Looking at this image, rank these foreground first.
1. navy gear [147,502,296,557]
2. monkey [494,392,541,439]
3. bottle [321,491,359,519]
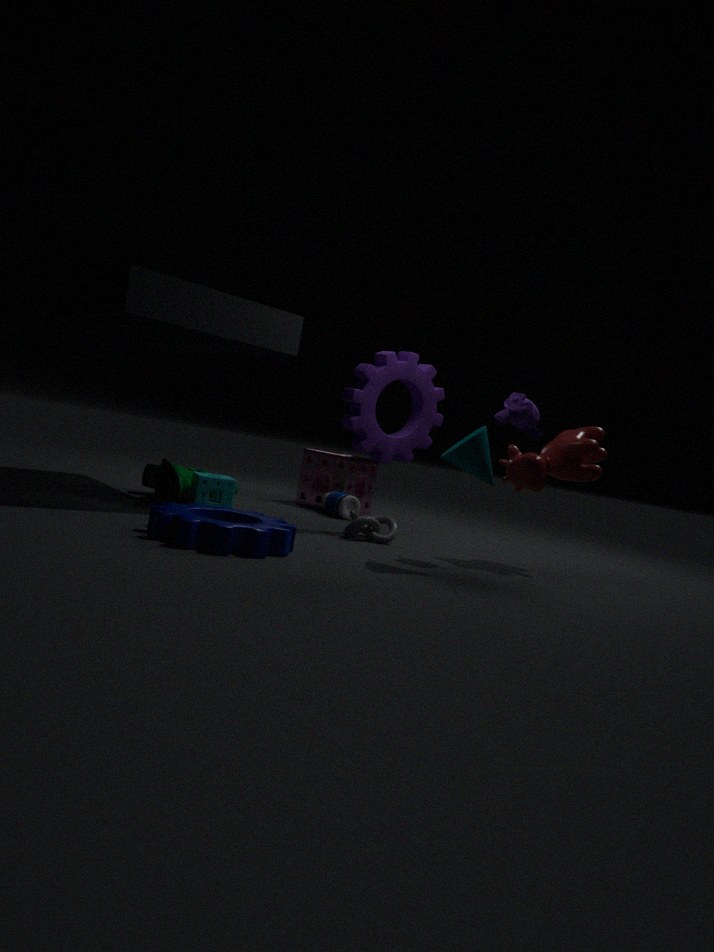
1. navy gear [147,502,296,557]
2. monkey [494,392,541,439]
3. bottle [321,491,359,519]
